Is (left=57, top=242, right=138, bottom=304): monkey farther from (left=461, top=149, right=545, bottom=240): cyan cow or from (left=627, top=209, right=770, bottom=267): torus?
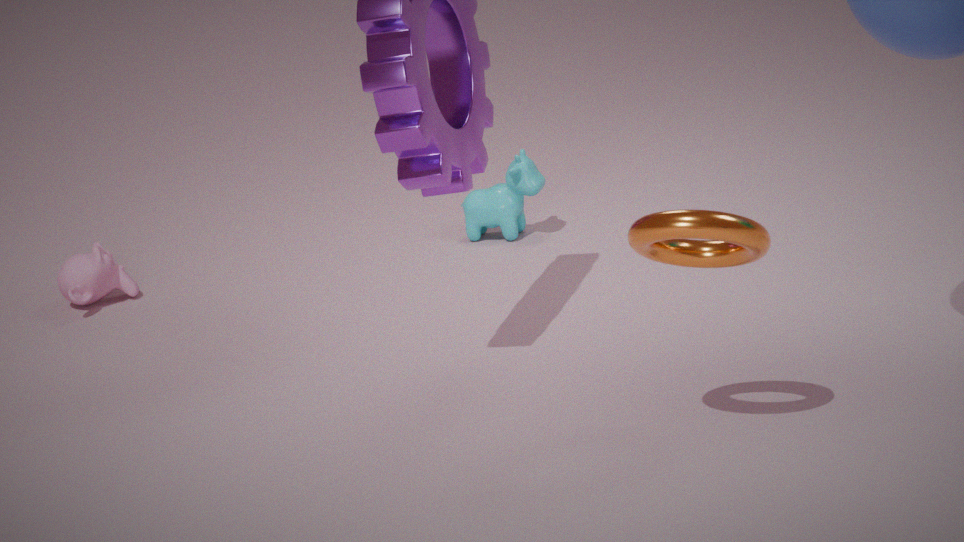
(left=627, top=209, right=770, bottom=267): torus
